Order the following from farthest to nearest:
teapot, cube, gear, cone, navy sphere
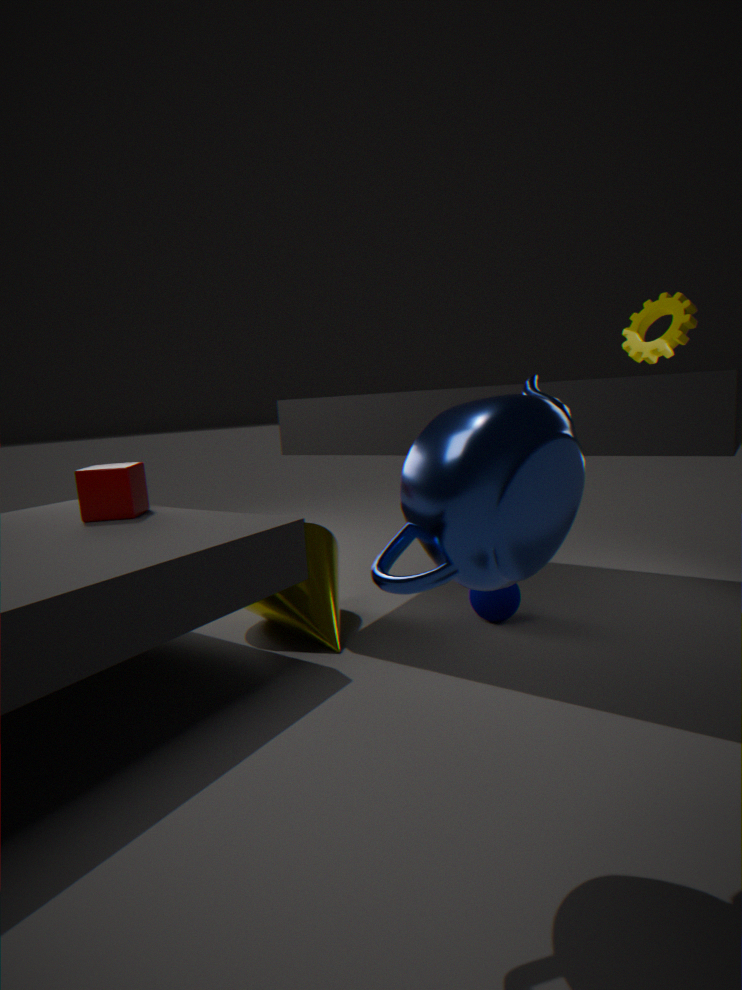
1. gear
2. navy sphere
3. cube
4. cone
5. teapot
